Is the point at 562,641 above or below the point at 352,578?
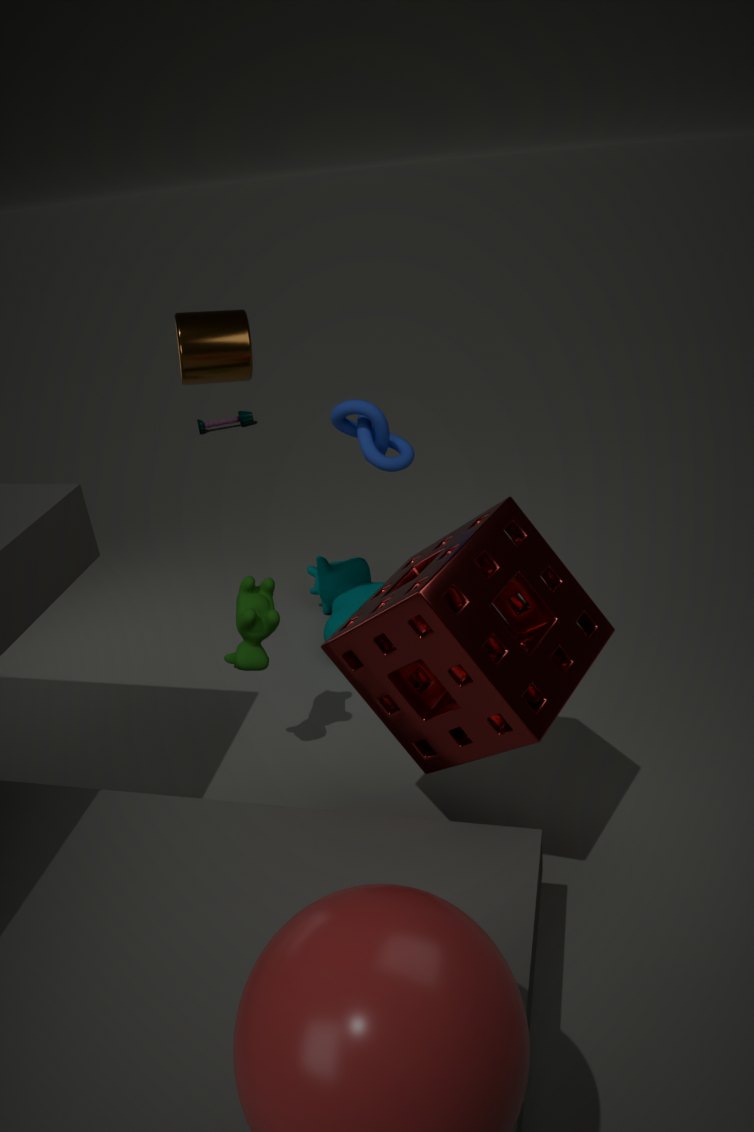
above
